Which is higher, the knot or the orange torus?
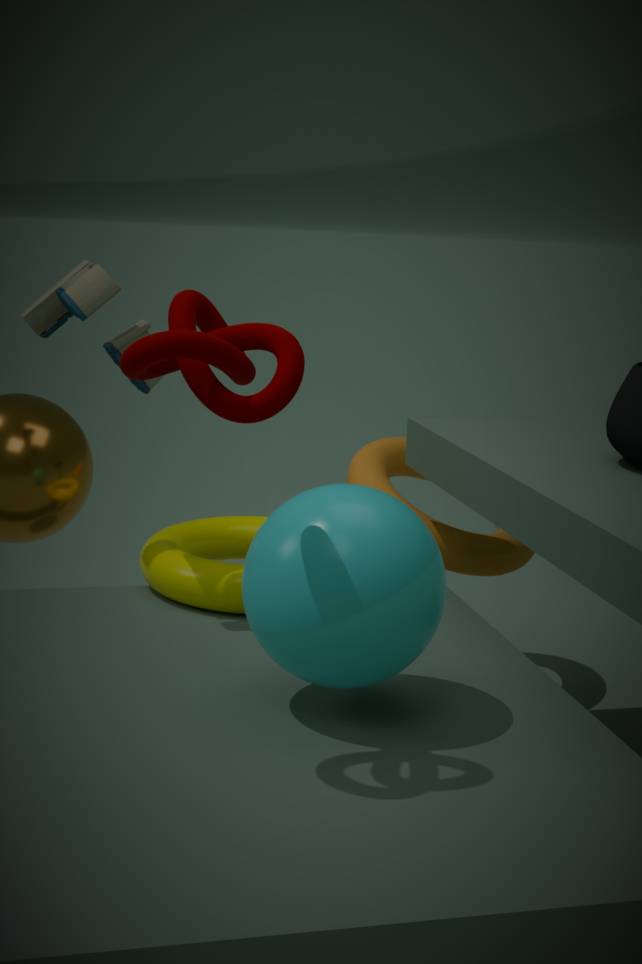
the knot
